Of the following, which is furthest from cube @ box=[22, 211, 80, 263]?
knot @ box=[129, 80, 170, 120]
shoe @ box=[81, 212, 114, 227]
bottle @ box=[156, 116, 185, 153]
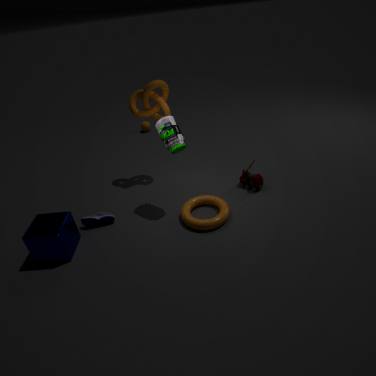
knot @ box=[129, 80, 170, 120]
